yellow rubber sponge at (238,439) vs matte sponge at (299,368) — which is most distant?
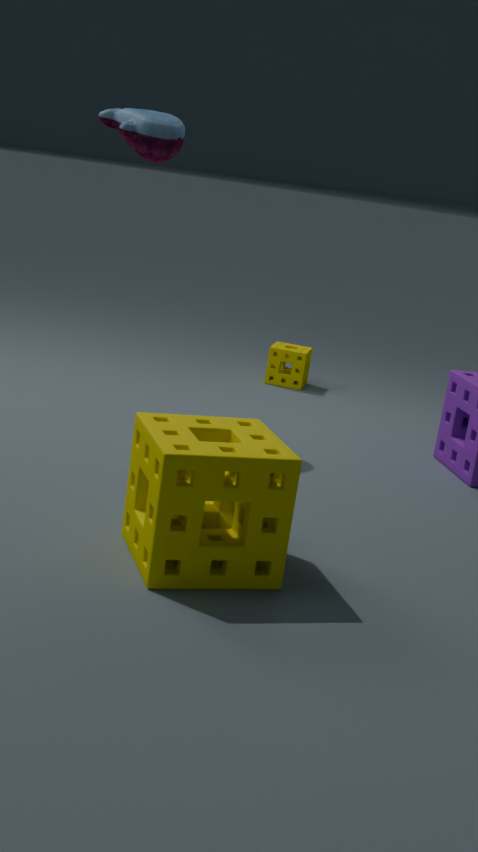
matte sponge at (299,368)
